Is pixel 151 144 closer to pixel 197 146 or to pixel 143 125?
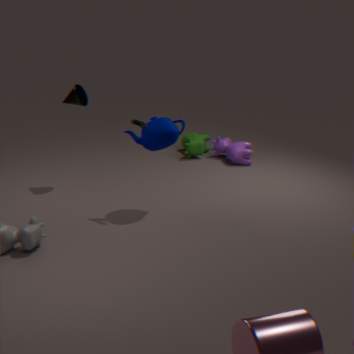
pixel 143 125
